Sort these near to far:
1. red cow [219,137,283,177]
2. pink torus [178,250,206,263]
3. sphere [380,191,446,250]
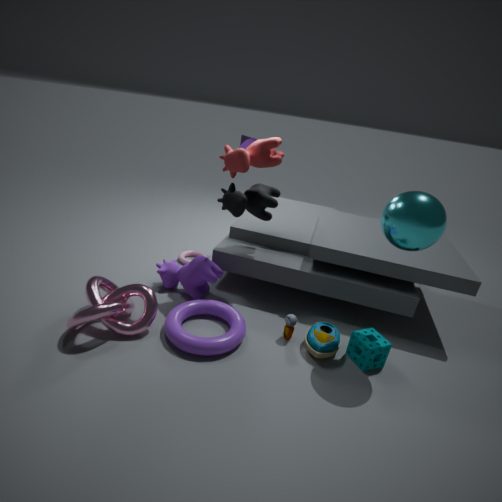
sphere [380,191,446,250]
red cow [219,137,283,177]
pink torus [178,250,206,263]
